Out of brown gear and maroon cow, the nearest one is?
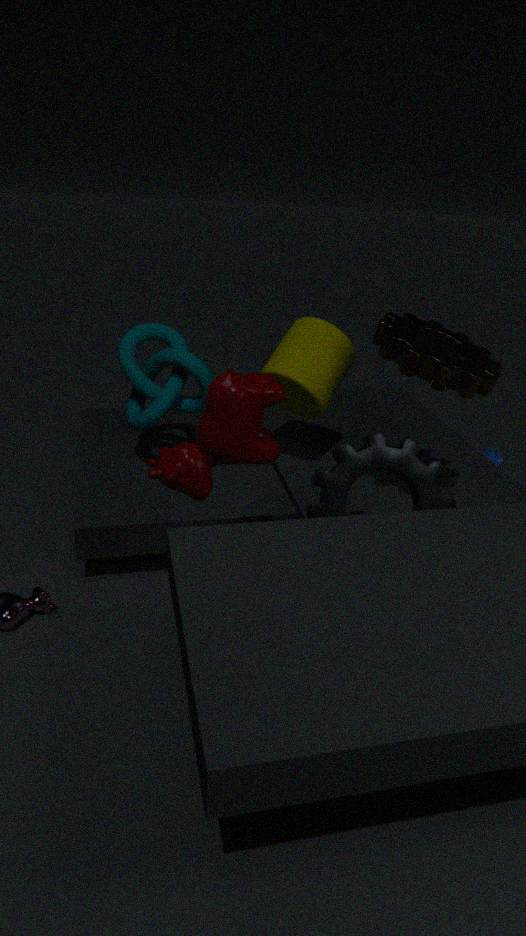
maroon cow
